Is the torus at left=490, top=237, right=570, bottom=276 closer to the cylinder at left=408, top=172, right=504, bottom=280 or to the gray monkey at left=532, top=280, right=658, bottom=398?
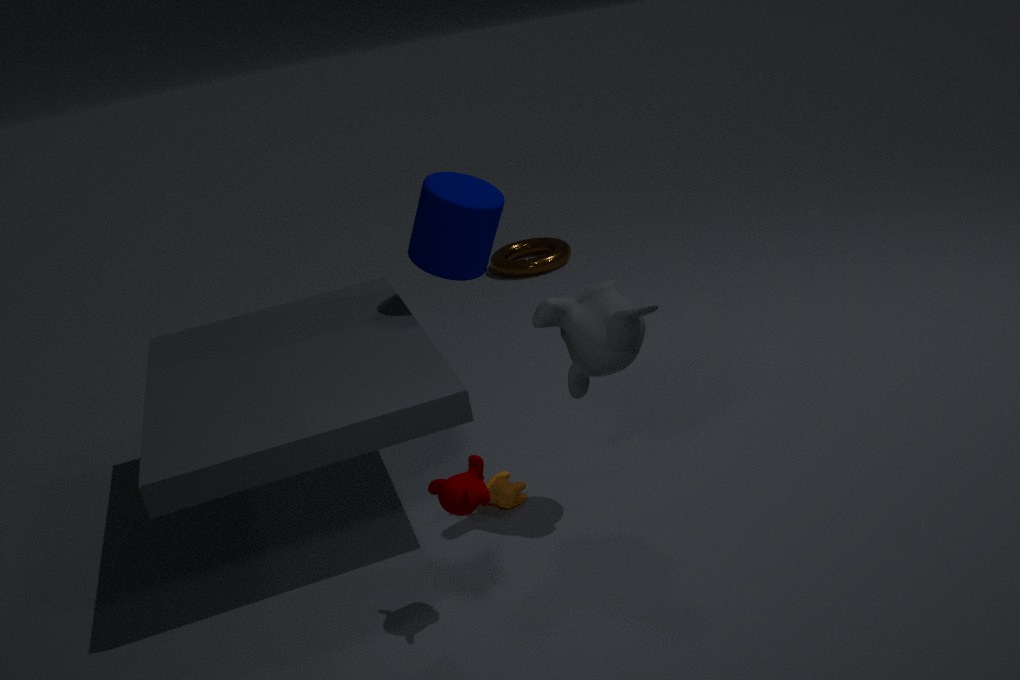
the cylinder at left=408, top=172, right=504, bottom=280
